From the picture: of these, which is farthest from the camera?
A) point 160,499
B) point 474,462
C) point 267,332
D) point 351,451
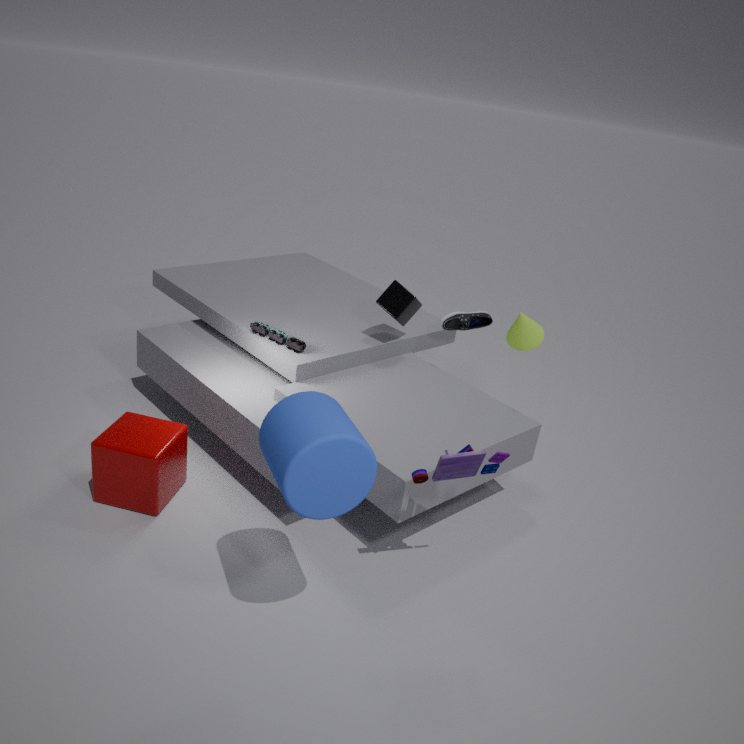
point 267,332
